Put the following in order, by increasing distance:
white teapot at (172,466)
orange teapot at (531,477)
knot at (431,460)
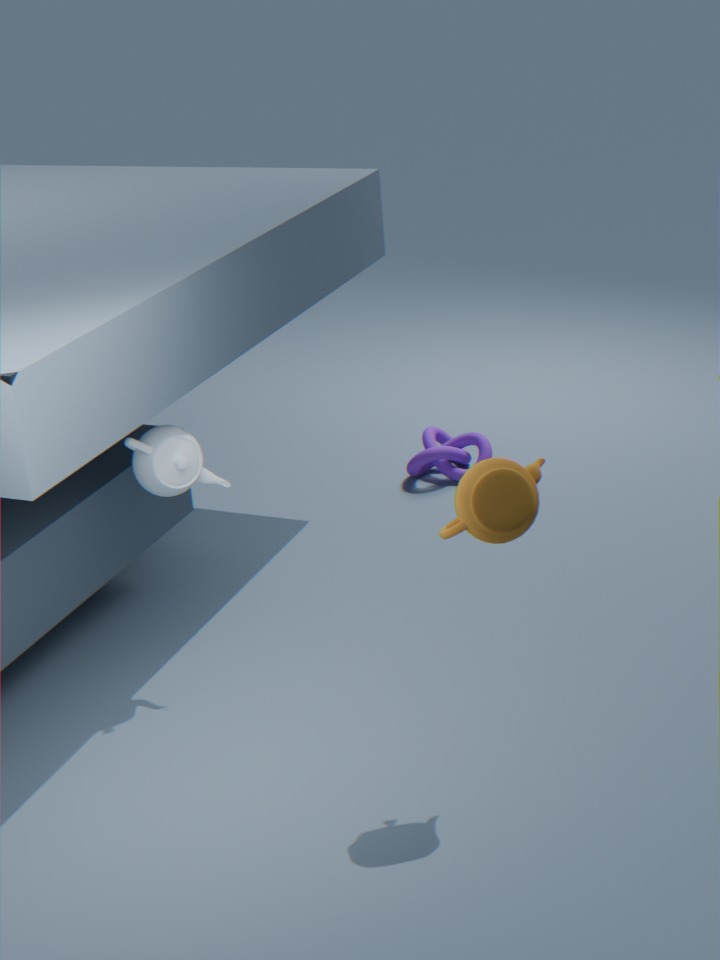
orange teapot at (531,477), white teapot at (172,466), knot at (431,460)
